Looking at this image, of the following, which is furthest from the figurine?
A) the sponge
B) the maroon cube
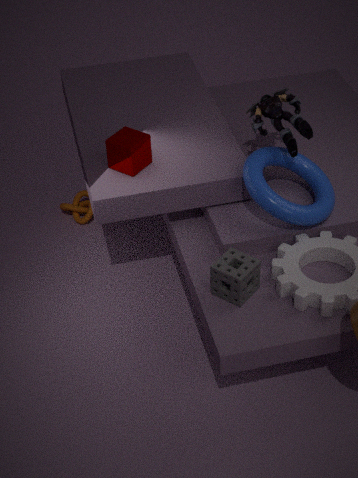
the sponge
